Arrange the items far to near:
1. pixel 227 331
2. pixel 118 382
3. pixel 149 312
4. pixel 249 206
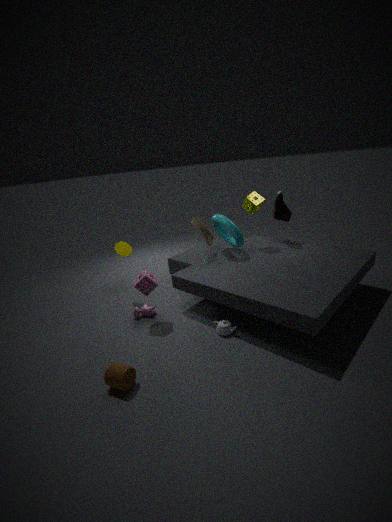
pixel 249 206
pixel 149 312
pixel 227 331
pixel 118 382
